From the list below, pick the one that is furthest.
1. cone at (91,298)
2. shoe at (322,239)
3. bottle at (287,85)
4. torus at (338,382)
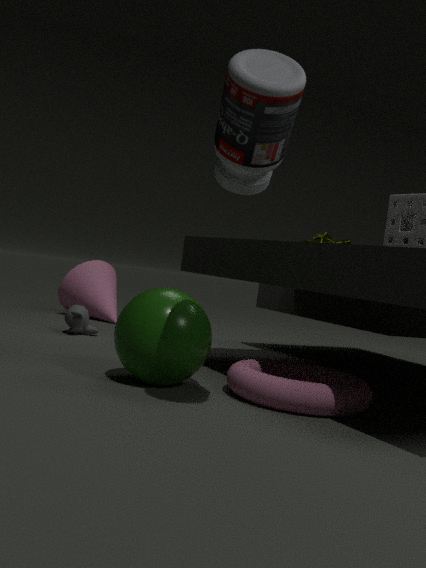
cone at (91,298)
